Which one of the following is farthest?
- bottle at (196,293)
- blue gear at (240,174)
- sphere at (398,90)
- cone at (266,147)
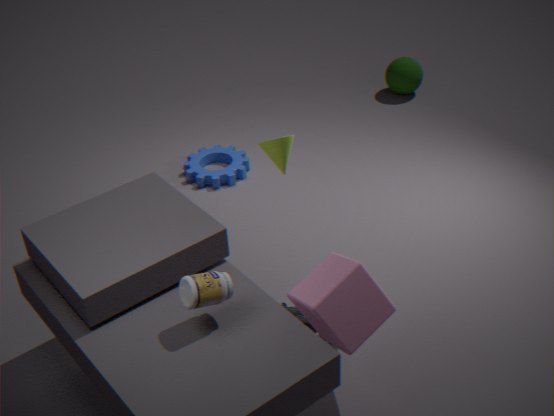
sphere at (398,90)
